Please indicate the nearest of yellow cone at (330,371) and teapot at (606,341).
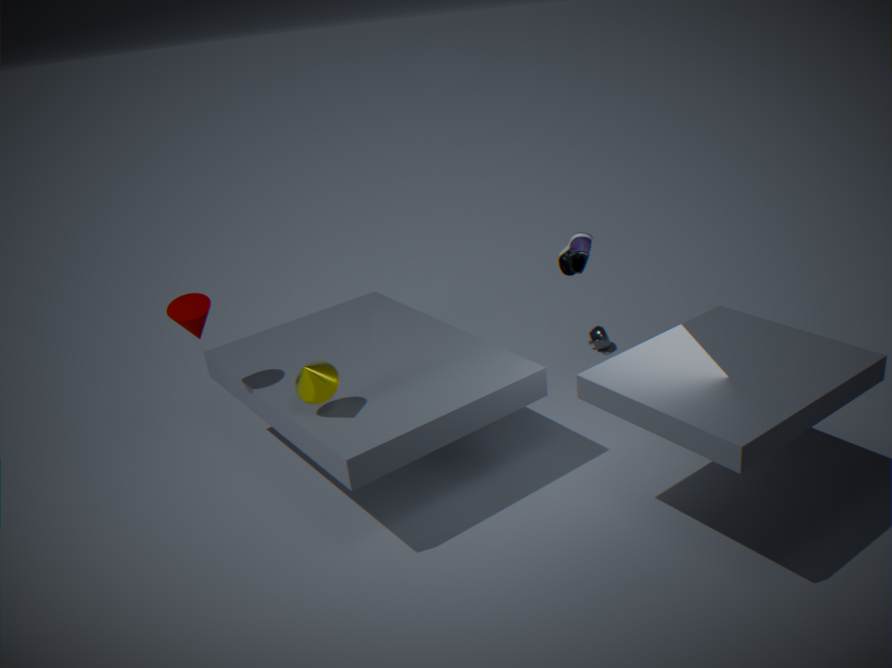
yellow cone at (330,371)
